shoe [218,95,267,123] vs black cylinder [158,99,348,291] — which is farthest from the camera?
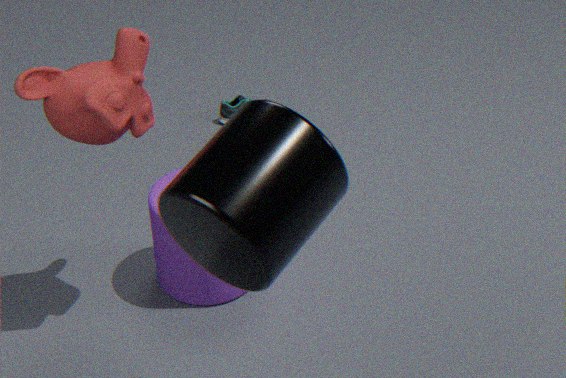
shoe [218,95,267,123]
